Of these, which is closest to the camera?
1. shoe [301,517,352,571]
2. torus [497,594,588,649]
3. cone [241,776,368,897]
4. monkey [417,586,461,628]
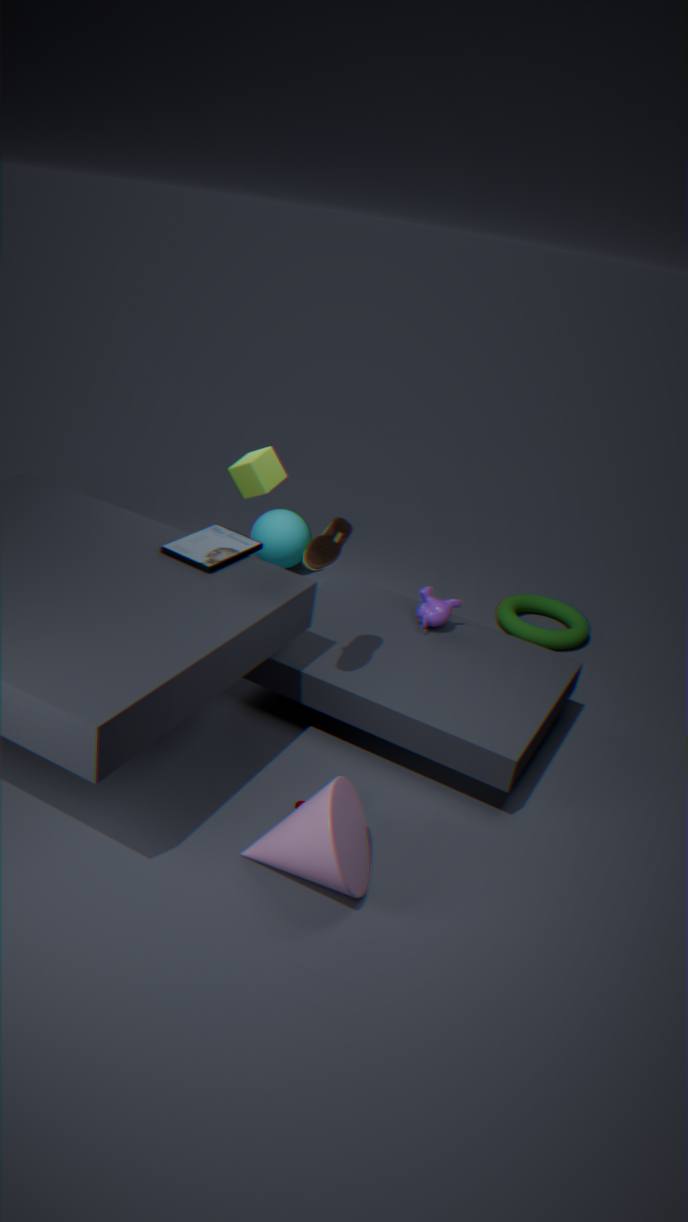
cone [241,776,368,897]
